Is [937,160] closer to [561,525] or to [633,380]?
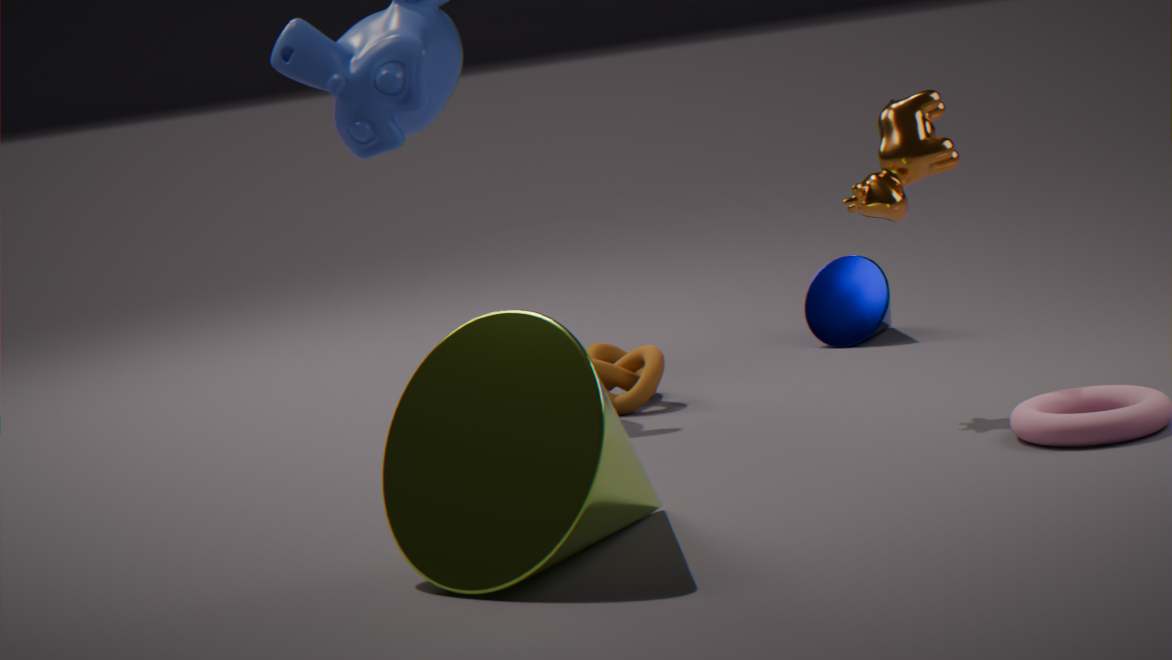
[633,380]
